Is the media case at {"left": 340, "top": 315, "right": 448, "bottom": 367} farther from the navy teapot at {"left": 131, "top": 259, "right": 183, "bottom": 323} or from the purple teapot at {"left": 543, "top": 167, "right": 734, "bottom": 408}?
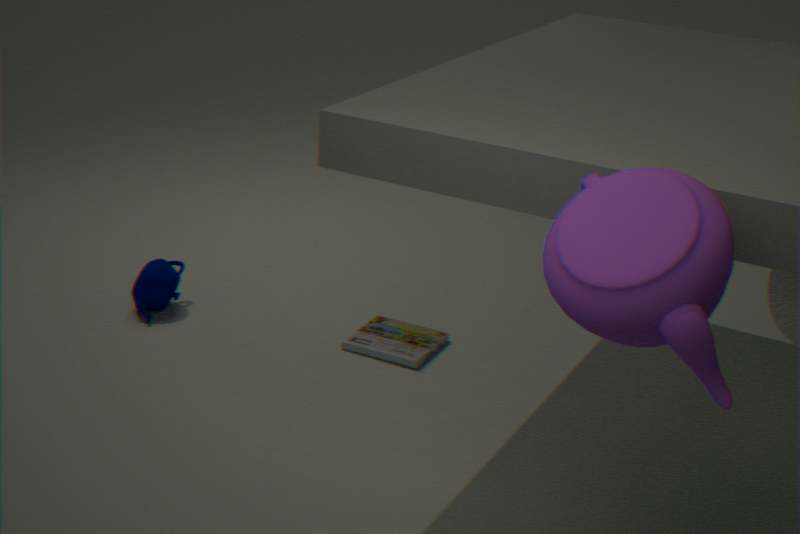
the purple teapot at {"left": 543, "top": 167, "right": 734, "bottom": 408}
